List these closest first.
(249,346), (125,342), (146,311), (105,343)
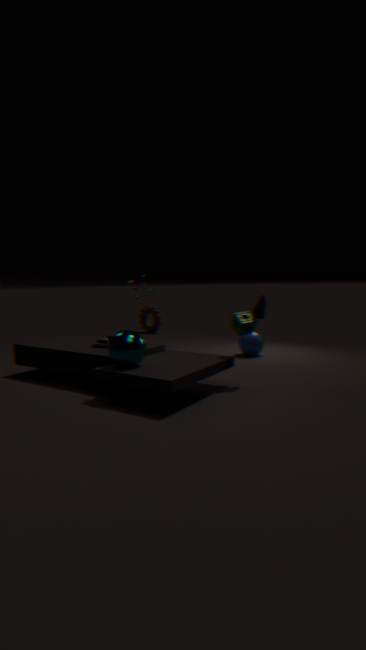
(125,342) → (105,343) → (249,346) → (146,311)
